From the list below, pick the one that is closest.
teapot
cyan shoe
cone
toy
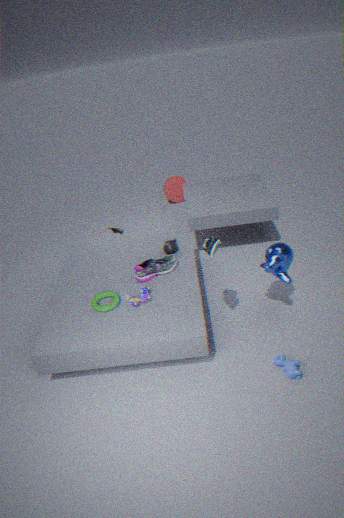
cyan shoe
